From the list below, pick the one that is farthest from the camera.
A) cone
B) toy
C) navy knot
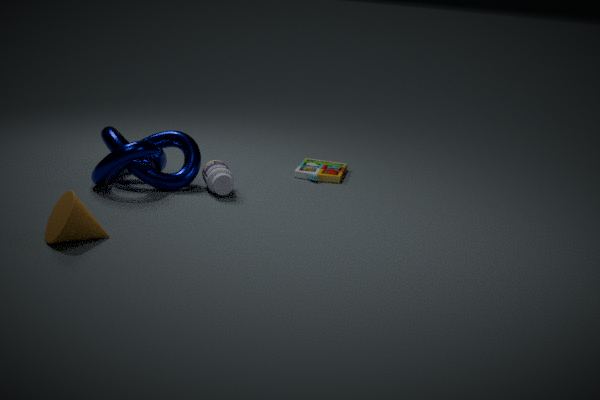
toy
